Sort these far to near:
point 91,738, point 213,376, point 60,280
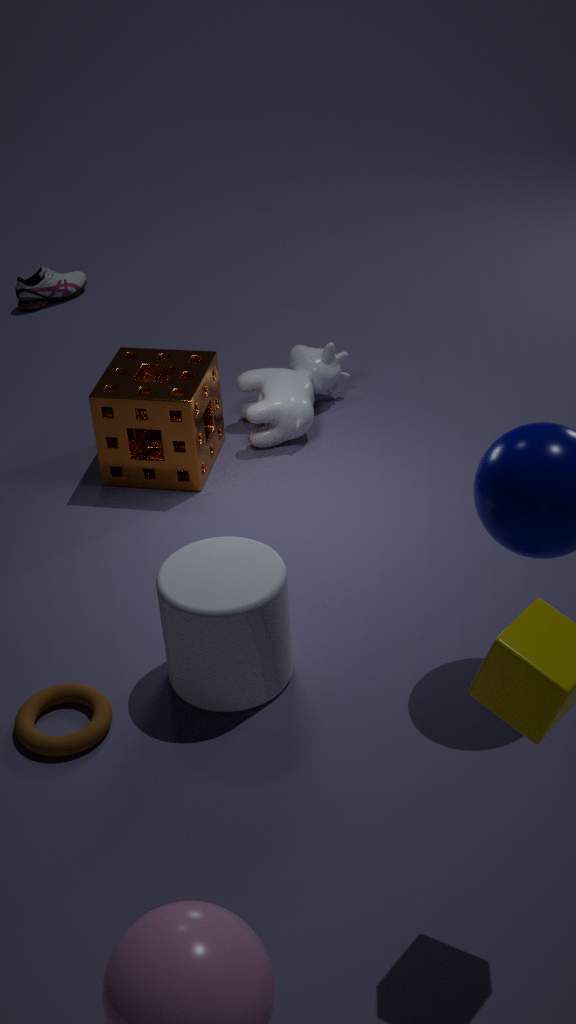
point 60,280, point 213,376, point 91,738
